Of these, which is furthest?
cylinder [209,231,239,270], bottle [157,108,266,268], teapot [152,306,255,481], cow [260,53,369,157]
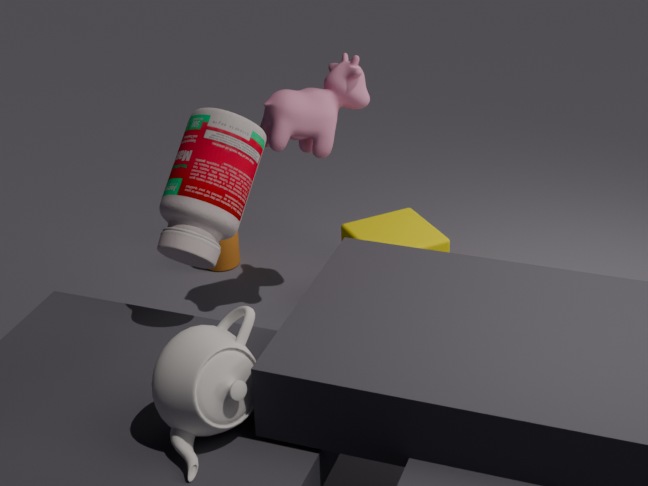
cylinder [209,231,239,270]
